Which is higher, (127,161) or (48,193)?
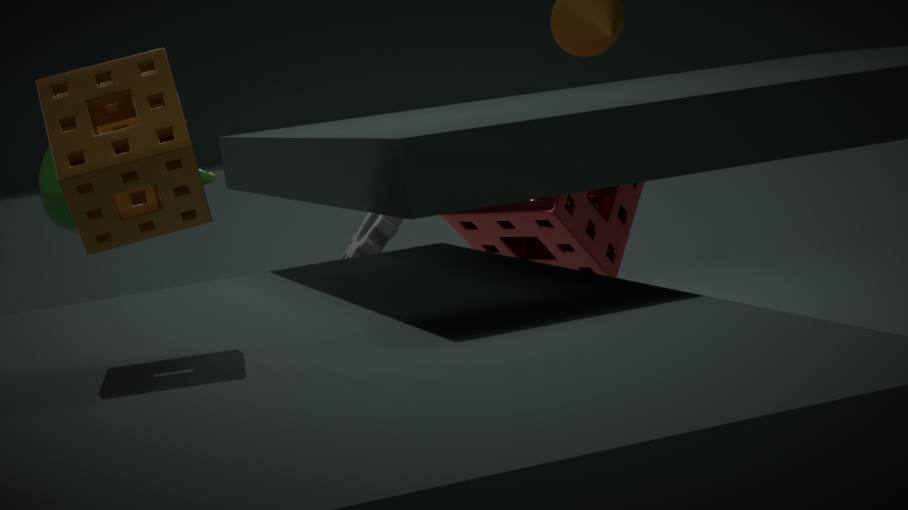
(127,161)
